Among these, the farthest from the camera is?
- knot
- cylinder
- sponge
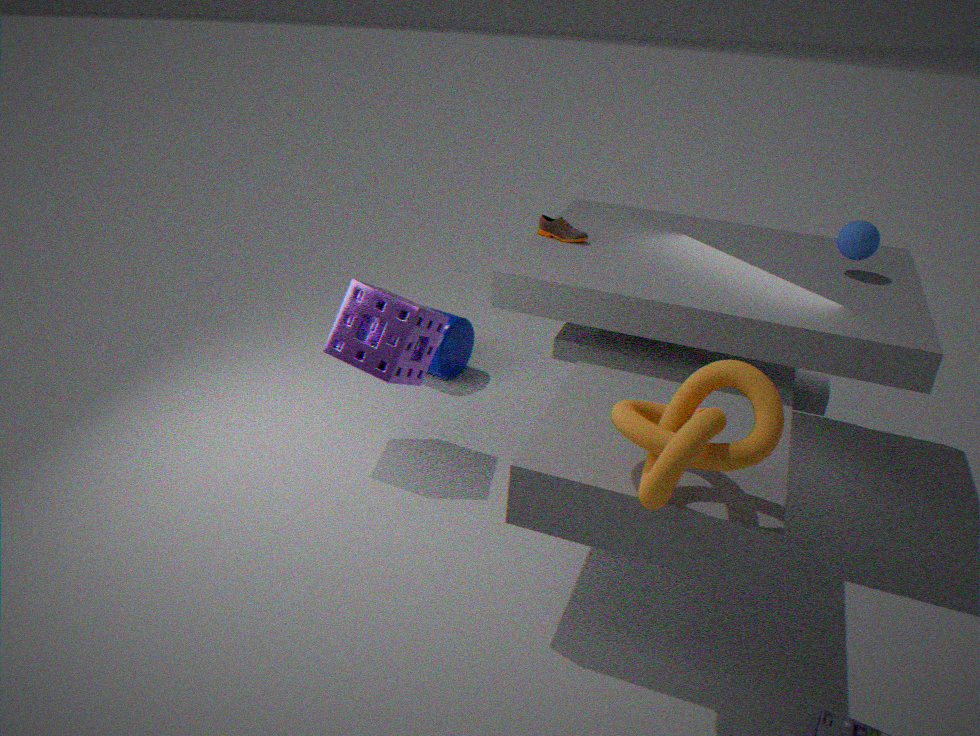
cylinder
